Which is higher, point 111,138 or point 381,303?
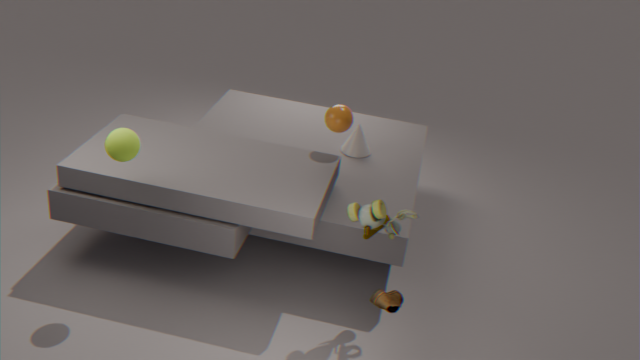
point 111,138
